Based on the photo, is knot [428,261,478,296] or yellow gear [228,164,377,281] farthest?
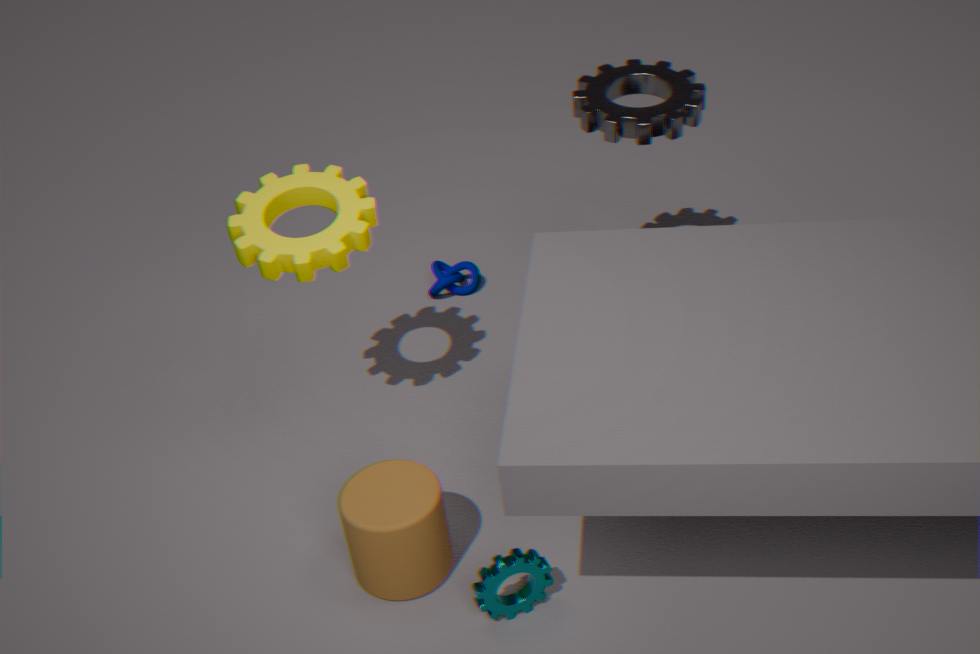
knot [428,261,478,296]
